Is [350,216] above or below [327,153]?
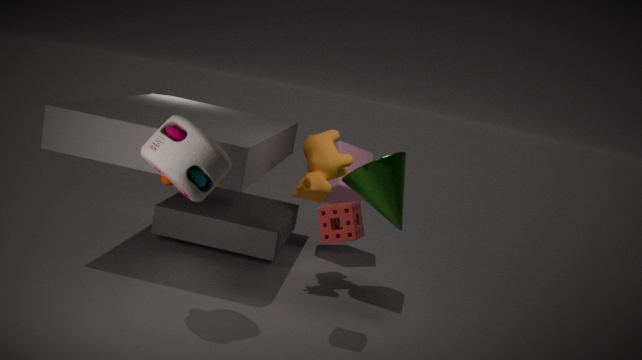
below
